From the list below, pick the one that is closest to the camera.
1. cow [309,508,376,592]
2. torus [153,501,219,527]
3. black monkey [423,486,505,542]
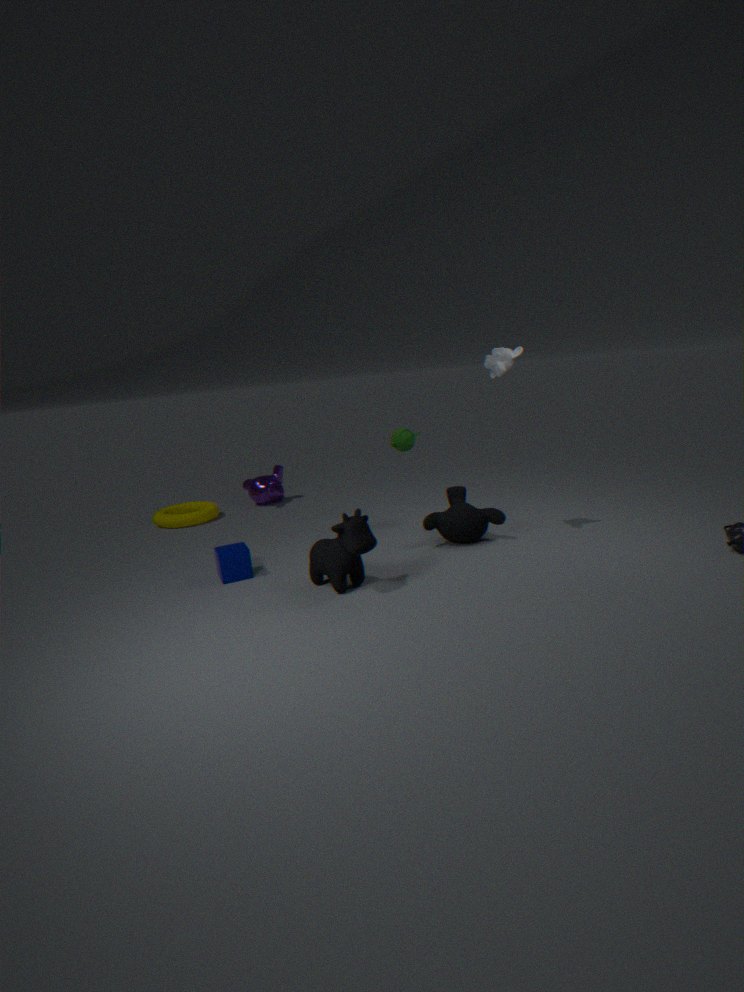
cow [309,508,376,592]
